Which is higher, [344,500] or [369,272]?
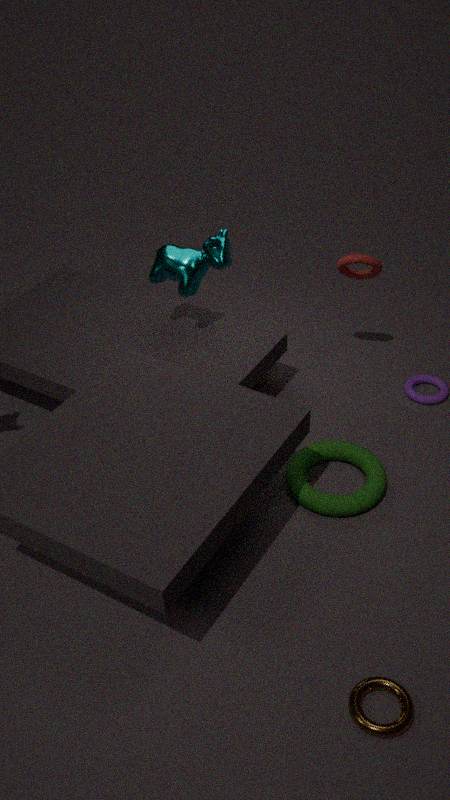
[369,272]
